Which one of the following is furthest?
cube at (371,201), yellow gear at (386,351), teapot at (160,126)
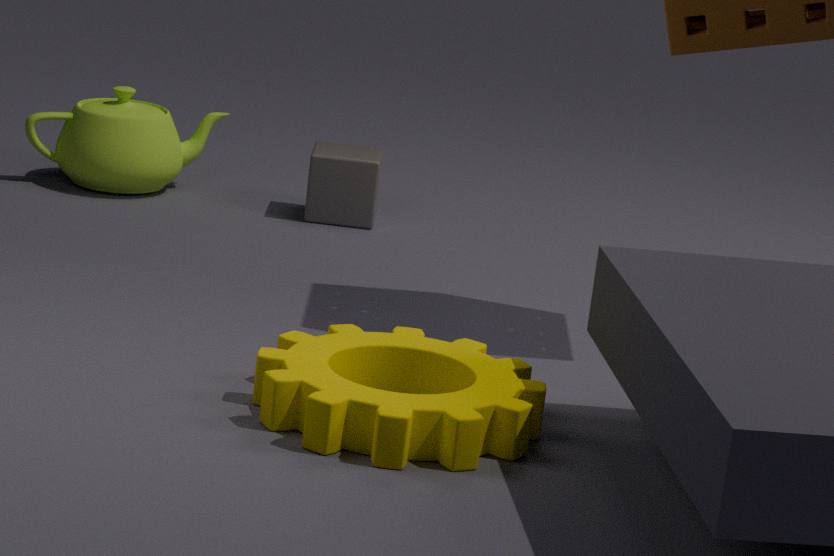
teapot at (160,126)
